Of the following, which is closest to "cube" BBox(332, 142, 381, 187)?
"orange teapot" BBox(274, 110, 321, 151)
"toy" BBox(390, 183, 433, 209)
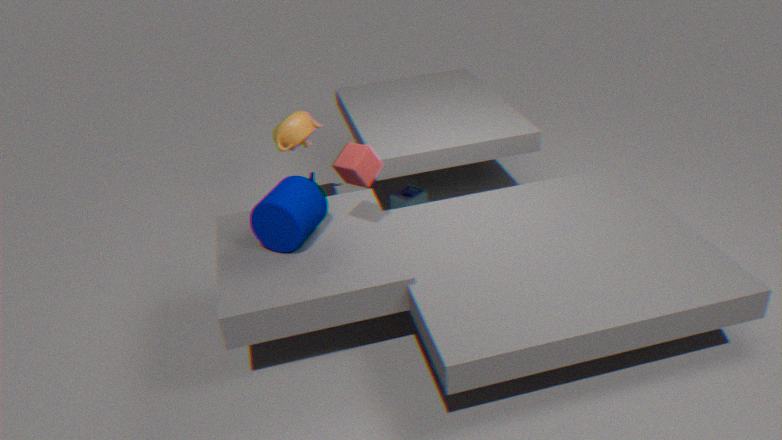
"orange teapot" BBox(274, 110, 321, 151)
